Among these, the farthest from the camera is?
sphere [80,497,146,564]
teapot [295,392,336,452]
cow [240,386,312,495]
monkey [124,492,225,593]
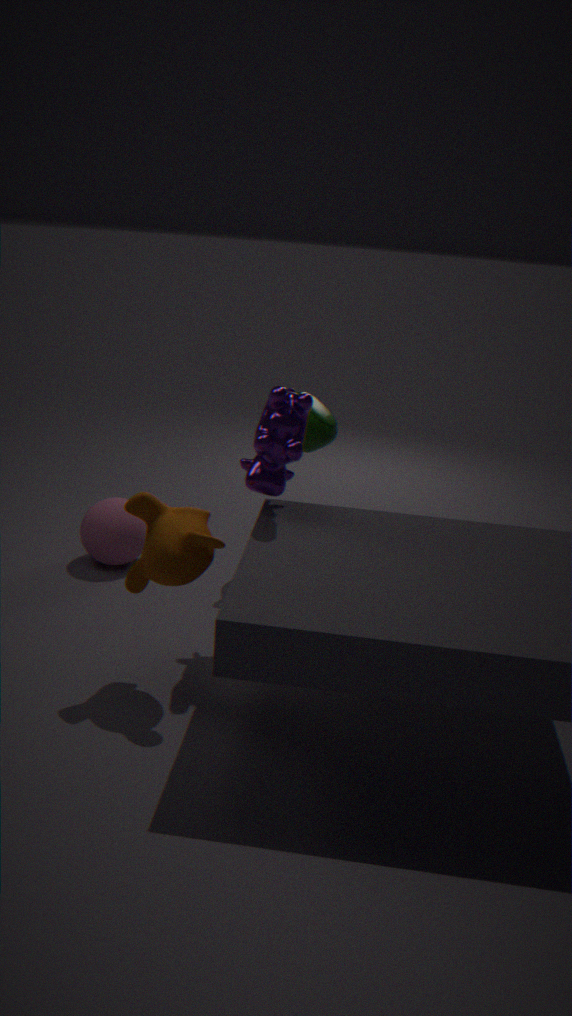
sphere [80,497,146,564]
